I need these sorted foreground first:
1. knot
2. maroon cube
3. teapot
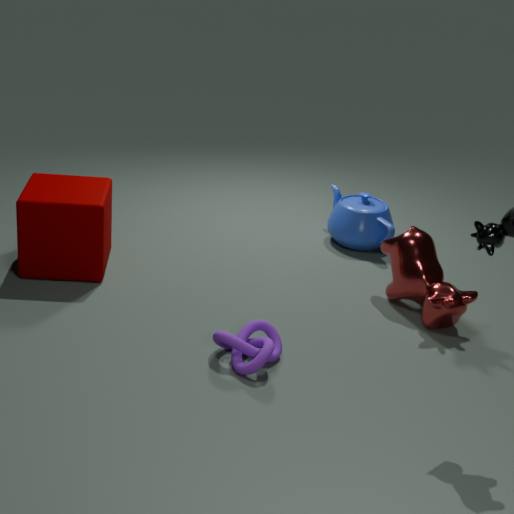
knot, maroon cube, teapot
